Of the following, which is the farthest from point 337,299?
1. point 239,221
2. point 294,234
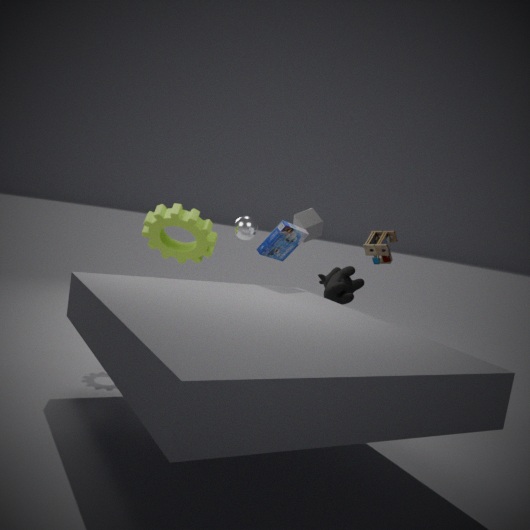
point 239,221
